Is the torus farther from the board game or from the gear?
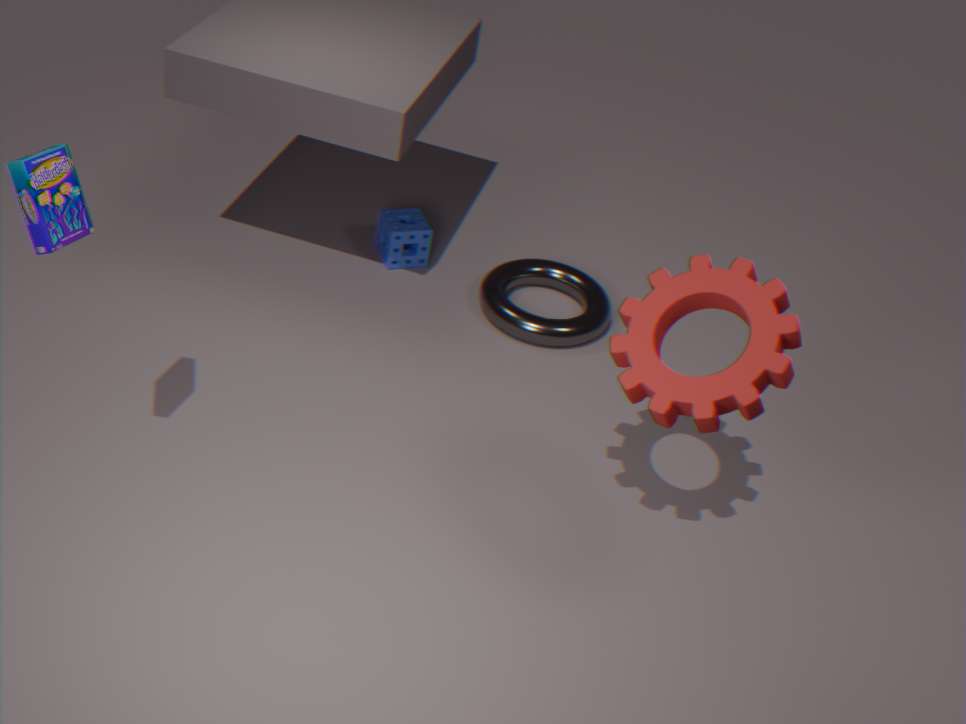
the board game
